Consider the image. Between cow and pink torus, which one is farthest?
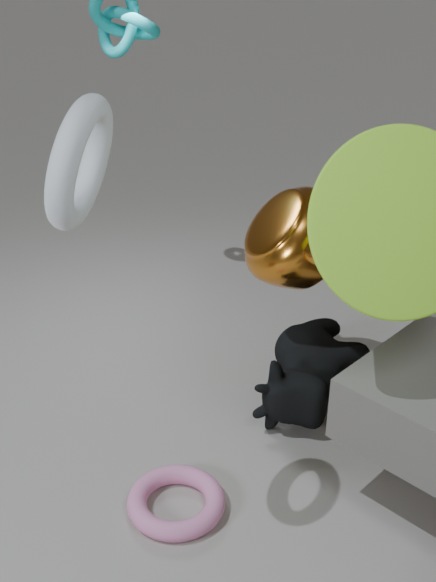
cow
